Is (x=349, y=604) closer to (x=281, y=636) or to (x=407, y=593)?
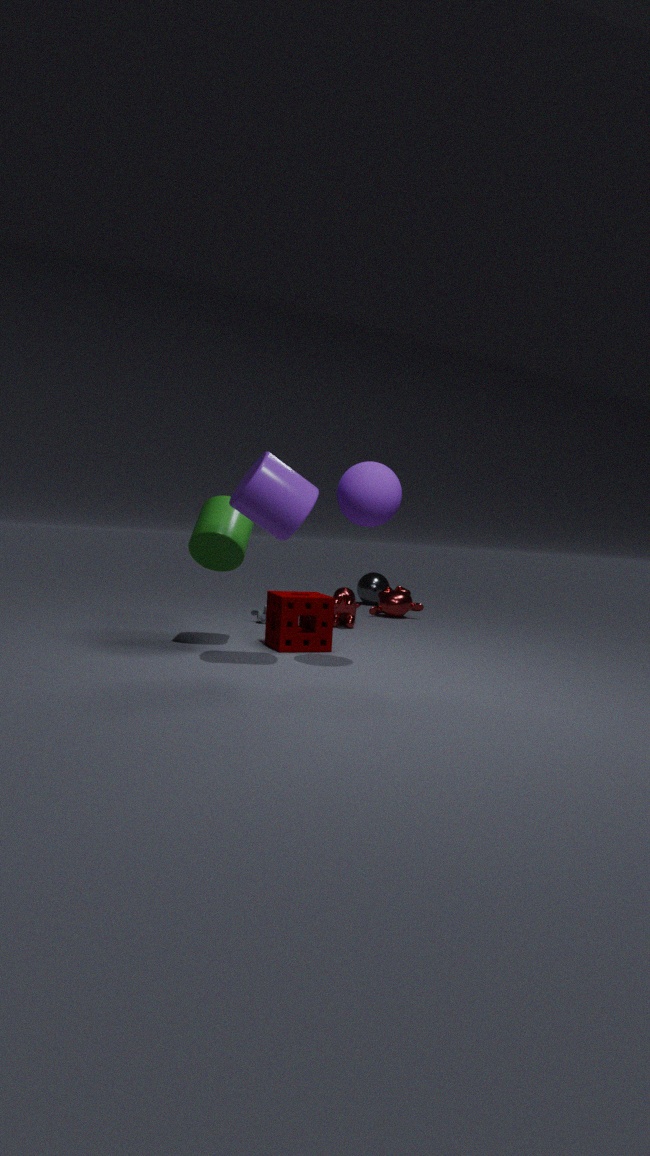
(x=407, y=593)
